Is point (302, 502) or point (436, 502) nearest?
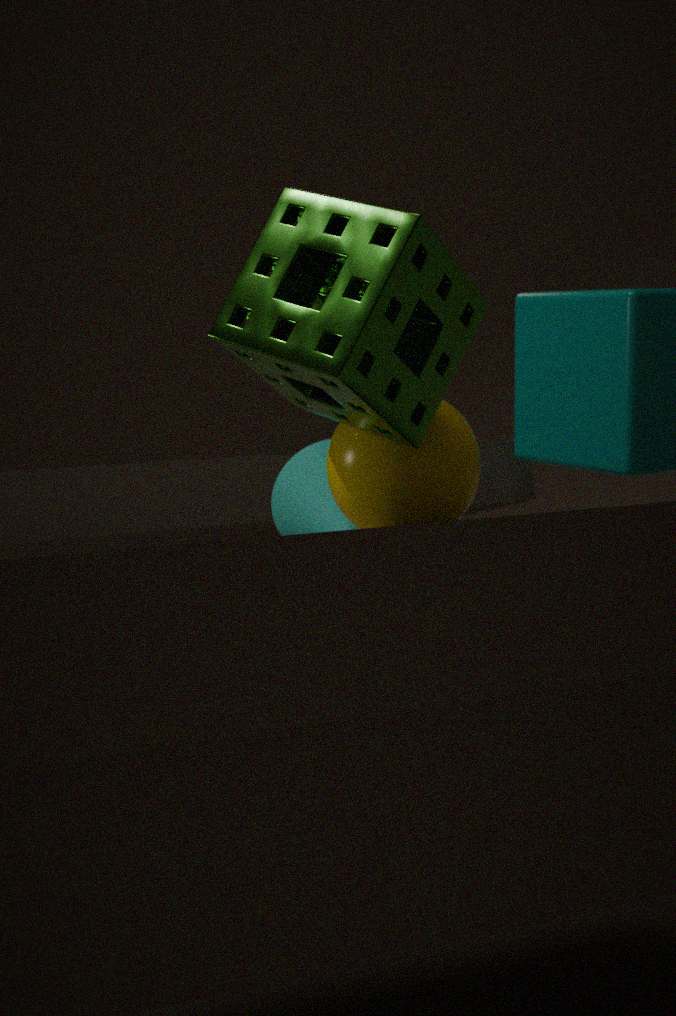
point (436, 502)
